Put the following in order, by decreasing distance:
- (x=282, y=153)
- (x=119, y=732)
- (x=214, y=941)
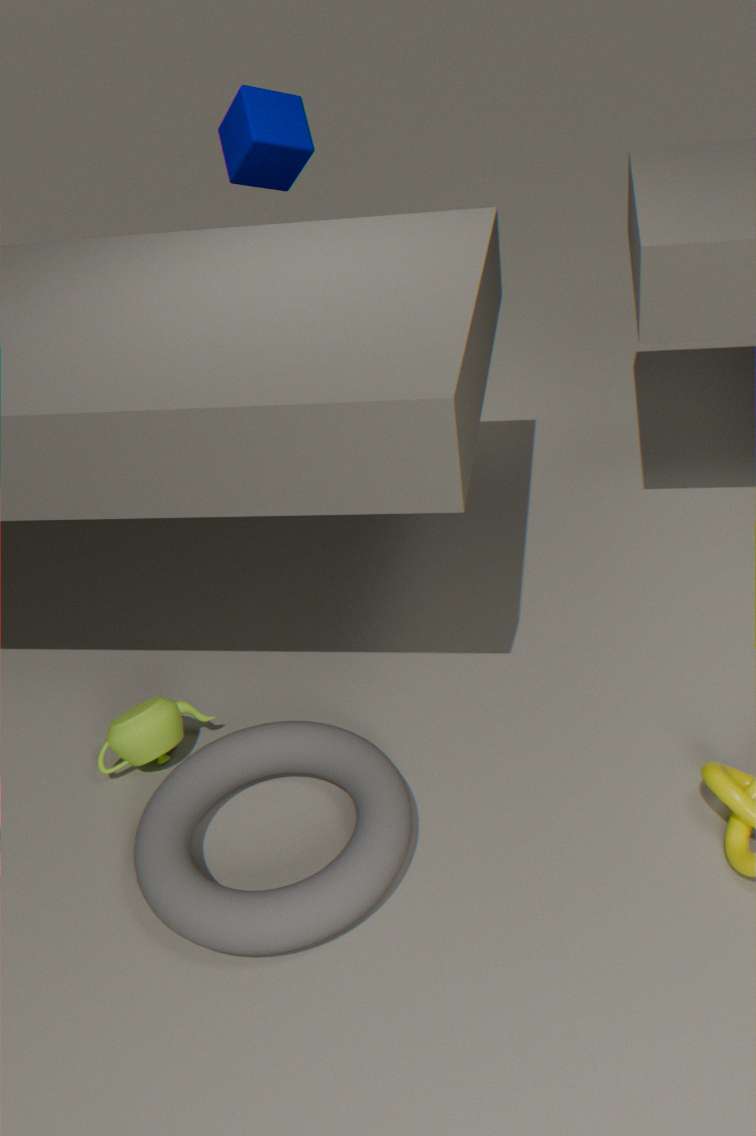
(x=282, y=153) → (x=119, y=732) → (x=214, y=941)
